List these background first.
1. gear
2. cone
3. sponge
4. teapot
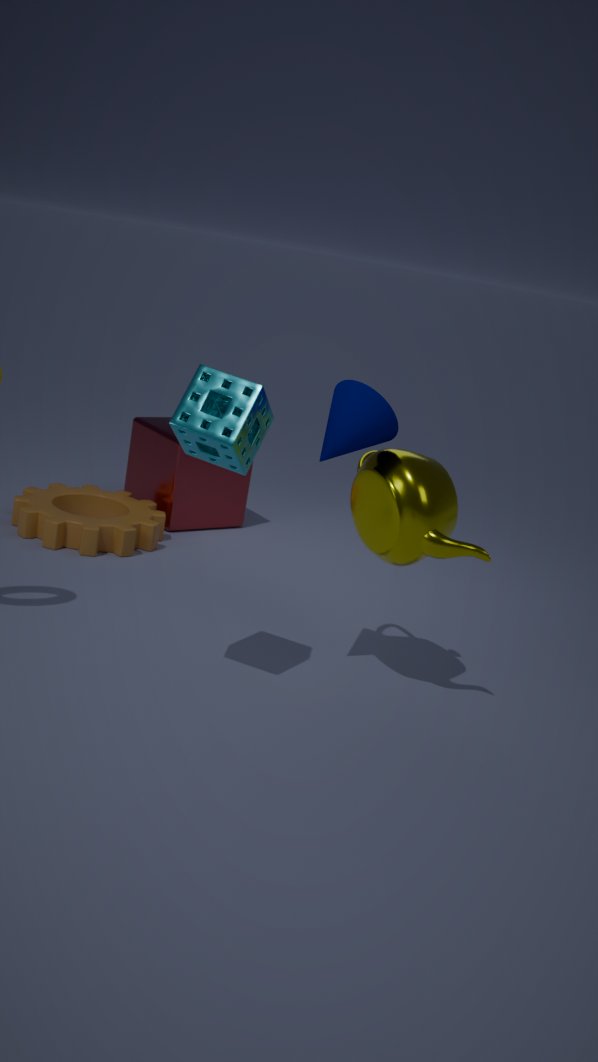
gear, teapot, cone, sponge
